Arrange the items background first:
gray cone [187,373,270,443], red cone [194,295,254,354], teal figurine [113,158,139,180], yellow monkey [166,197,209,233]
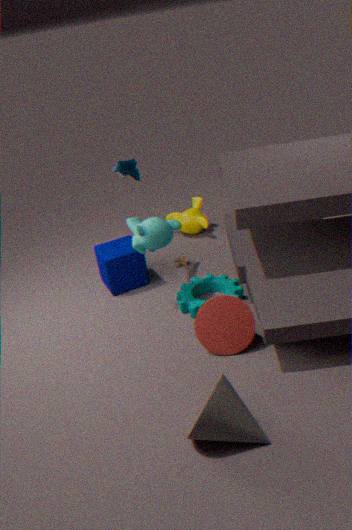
yellow monkey [166,197,209,233] → teal figurine [113,158,139,180] → red cone [194,295,254,354] → gray cone [187,373,270,443]
